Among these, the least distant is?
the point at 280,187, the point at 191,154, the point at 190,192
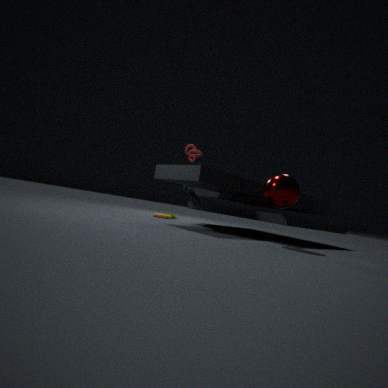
the point at 280,187
